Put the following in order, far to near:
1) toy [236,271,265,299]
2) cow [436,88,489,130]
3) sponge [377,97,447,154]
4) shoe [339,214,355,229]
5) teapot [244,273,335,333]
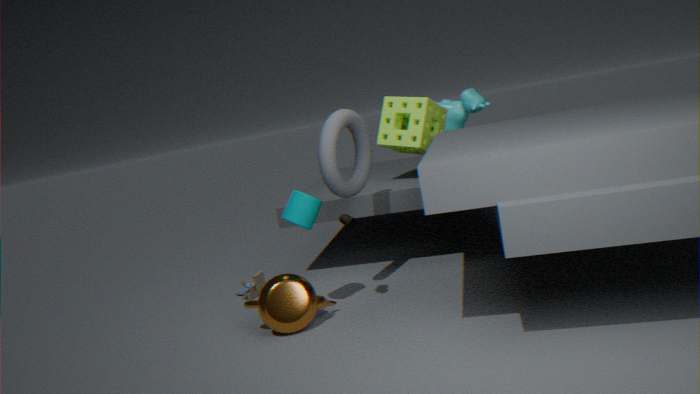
2. cow [436,88,489,130] → 3. sponge [377,97,447,154] → 1. toy [236,271,265,299] → 4. shoe [339,214,355,229] → 5. teapot [244,273,335,333]
